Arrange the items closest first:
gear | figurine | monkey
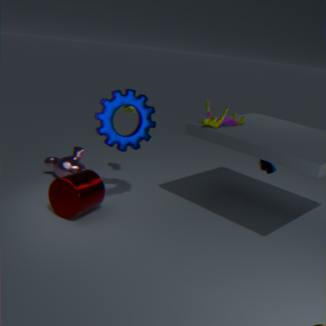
gear
figurine
monkey
